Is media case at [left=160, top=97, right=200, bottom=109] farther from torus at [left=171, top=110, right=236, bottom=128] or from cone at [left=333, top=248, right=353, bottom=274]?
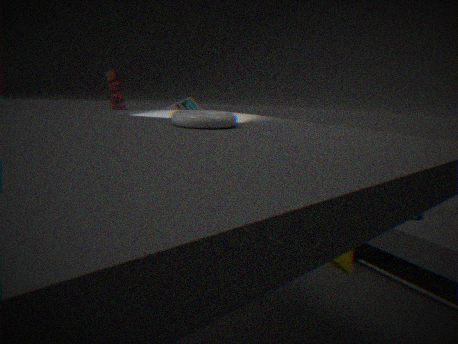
cone at [left=333, top=248, right=353, bottom=274]
